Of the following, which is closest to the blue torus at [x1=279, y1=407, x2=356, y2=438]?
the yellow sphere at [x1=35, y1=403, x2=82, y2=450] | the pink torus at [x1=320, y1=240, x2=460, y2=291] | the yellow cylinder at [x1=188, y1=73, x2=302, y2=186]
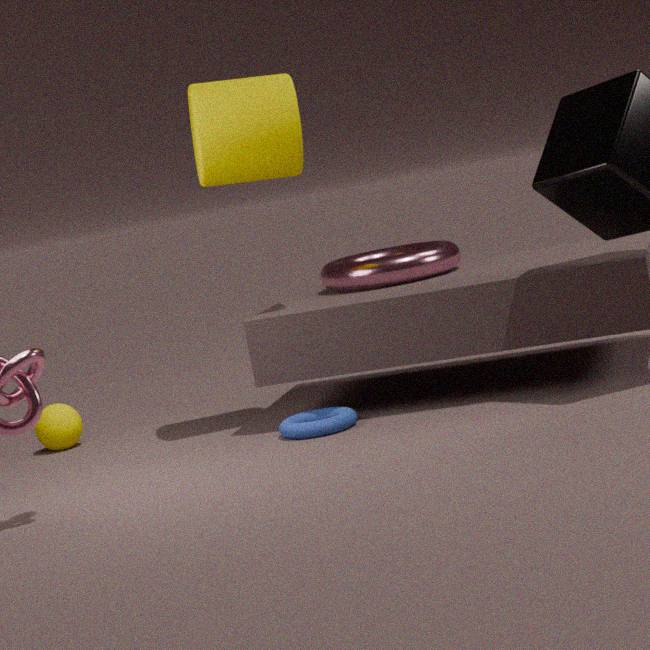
the pink torus at [x1=320, y1=240, x2=460, y2=291]
